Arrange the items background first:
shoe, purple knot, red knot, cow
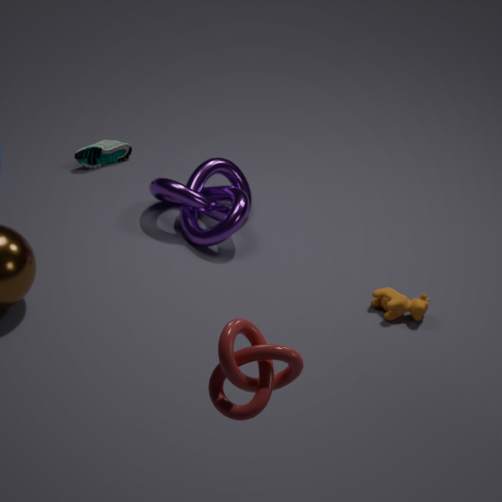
shoe
purple knot
cow
red knot
